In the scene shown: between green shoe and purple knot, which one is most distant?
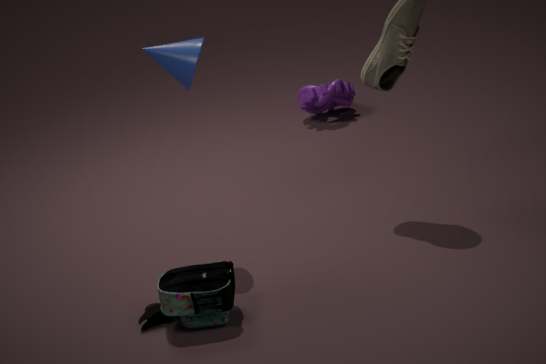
purple knot
